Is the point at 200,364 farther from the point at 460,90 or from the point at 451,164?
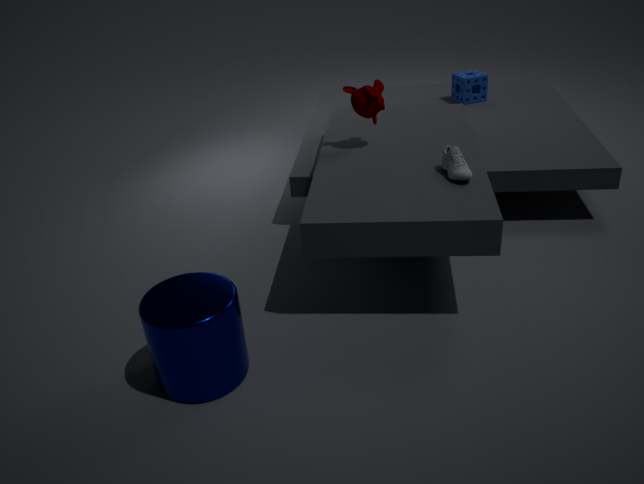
the point at 460,90
